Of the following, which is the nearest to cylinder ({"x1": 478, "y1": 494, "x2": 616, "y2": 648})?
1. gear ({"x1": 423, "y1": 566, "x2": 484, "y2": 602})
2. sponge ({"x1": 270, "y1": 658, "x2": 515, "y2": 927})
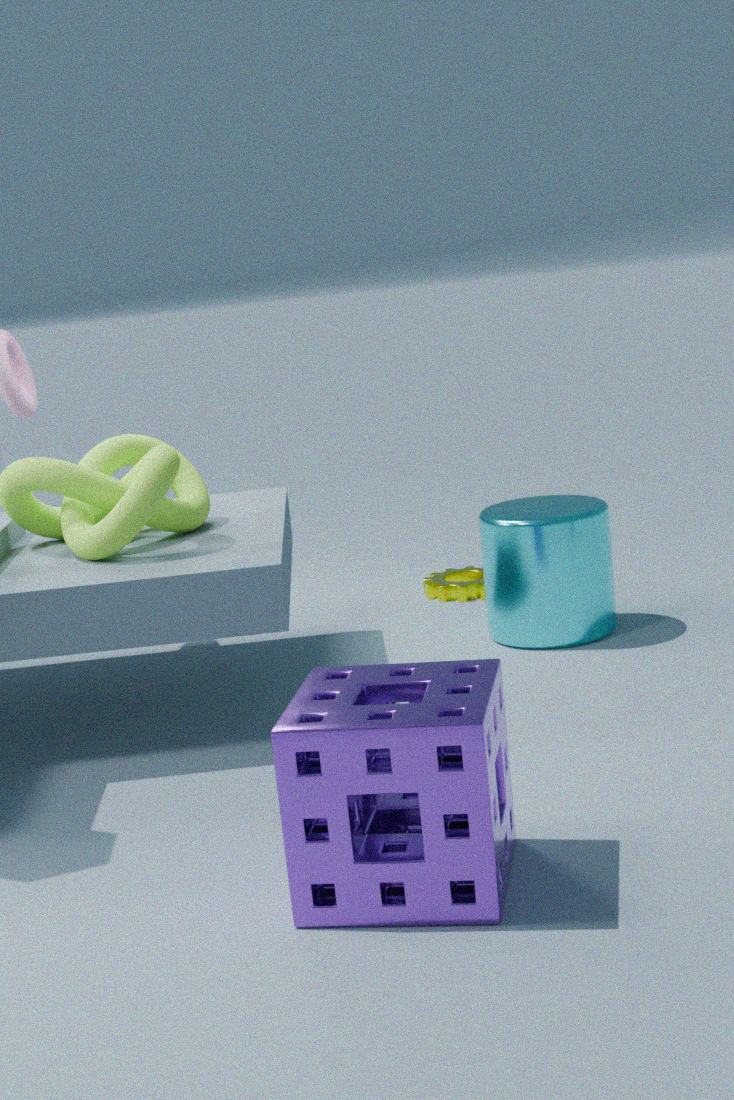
gear ({"x1": 423, "y1": 566, "x2": 484, "y2": 602})
